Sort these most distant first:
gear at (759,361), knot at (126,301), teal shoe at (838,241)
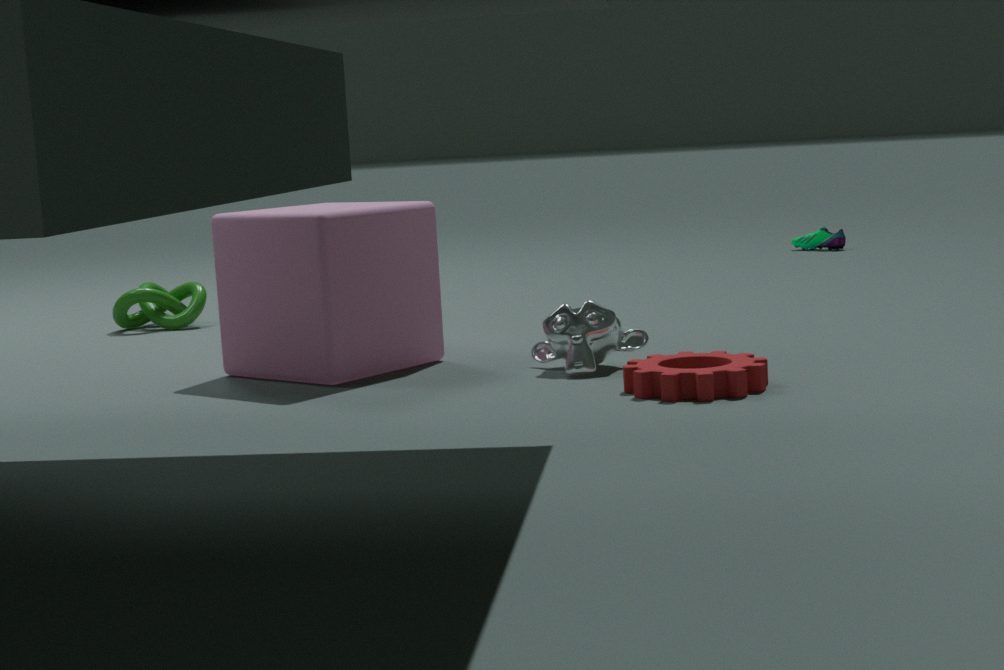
teal shoe at (838,241)
knot at (126,301)
gear at (759,361)
